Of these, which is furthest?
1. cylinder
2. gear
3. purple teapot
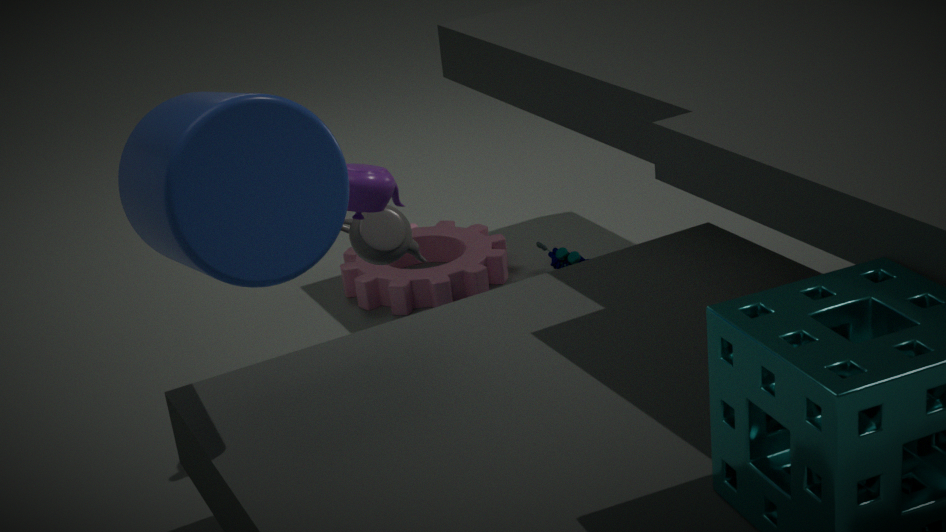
gear
